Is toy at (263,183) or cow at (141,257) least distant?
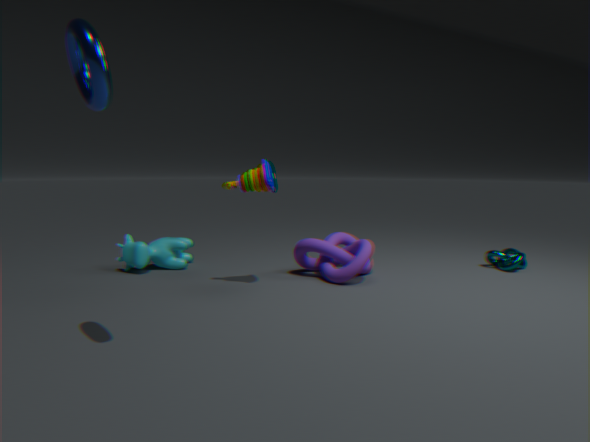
toy at (263,183)
